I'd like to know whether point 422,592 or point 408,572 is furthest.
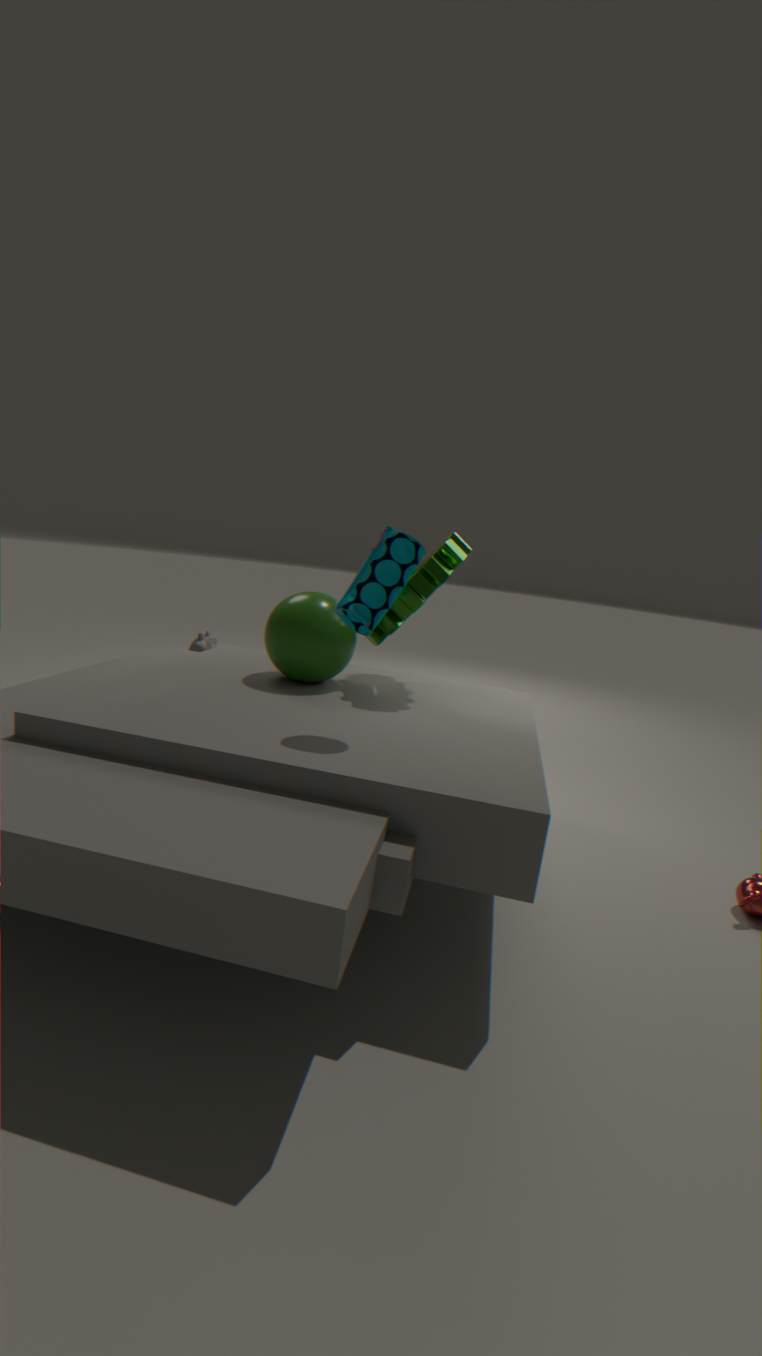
point 422,592
